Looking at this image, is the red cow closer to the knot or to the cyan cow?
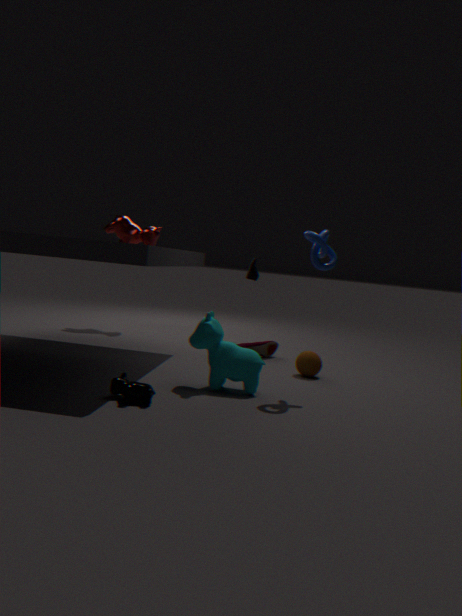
the cyan cow
